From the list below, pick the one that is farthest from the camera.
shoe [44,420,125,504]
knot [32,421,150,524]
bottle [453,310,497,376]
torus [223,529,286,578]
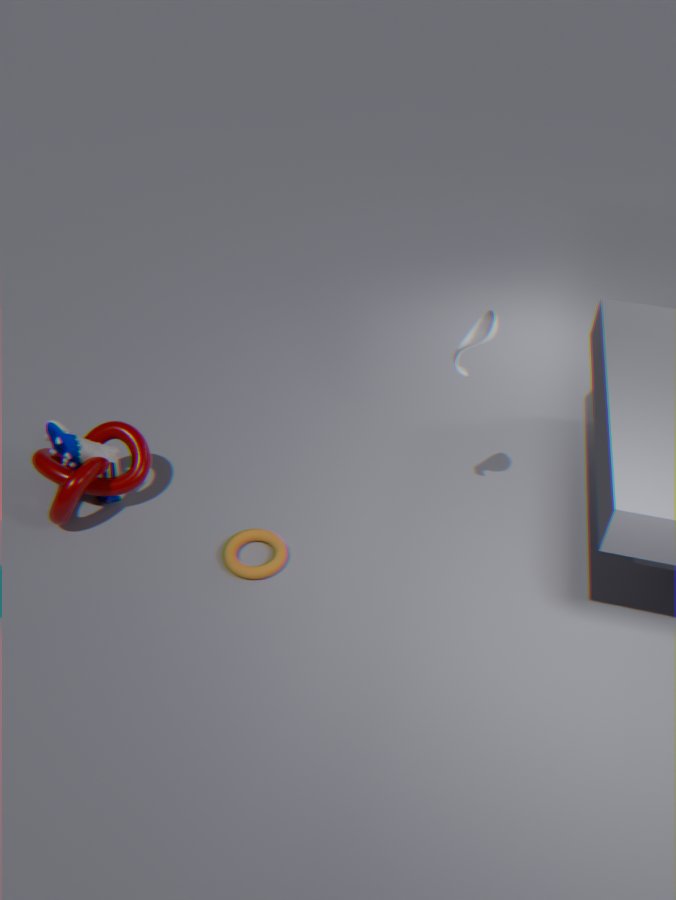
shoe [44,420,125,504]
